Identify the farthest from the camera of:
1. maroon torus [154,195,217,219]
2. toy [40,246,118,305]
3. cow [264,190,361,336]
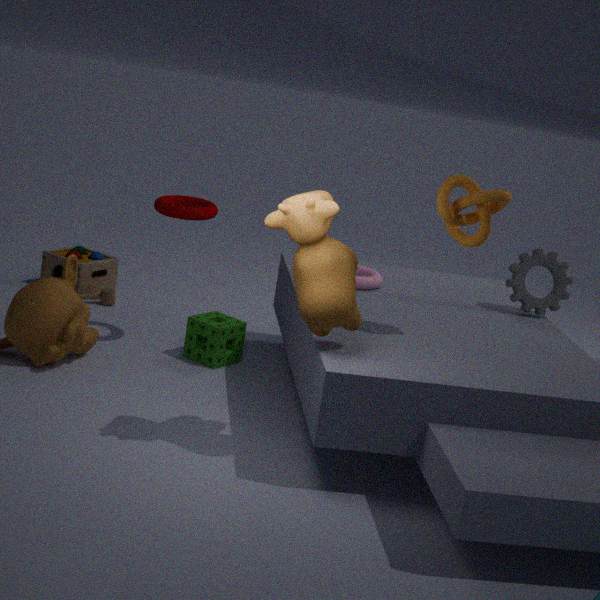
toy [40,246,118,305]
